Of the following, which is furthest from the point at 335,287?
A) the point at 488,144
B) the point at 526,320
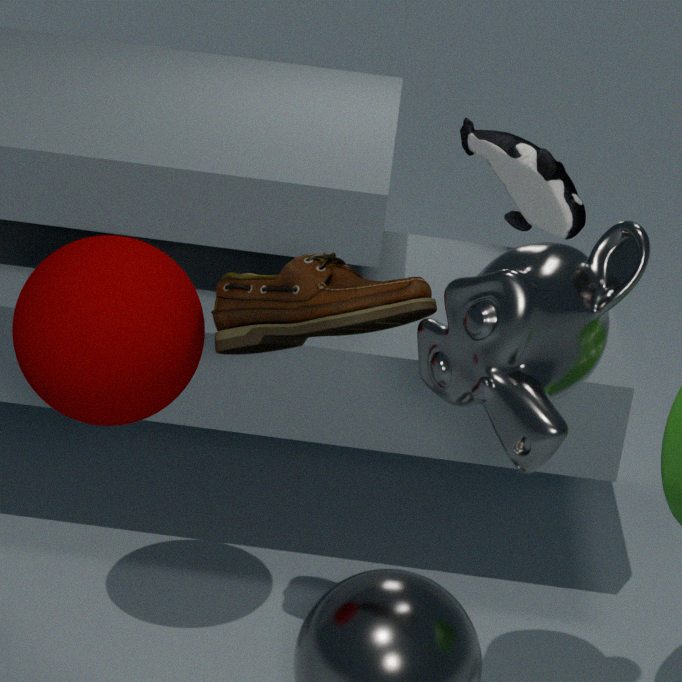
the point at 488,144
